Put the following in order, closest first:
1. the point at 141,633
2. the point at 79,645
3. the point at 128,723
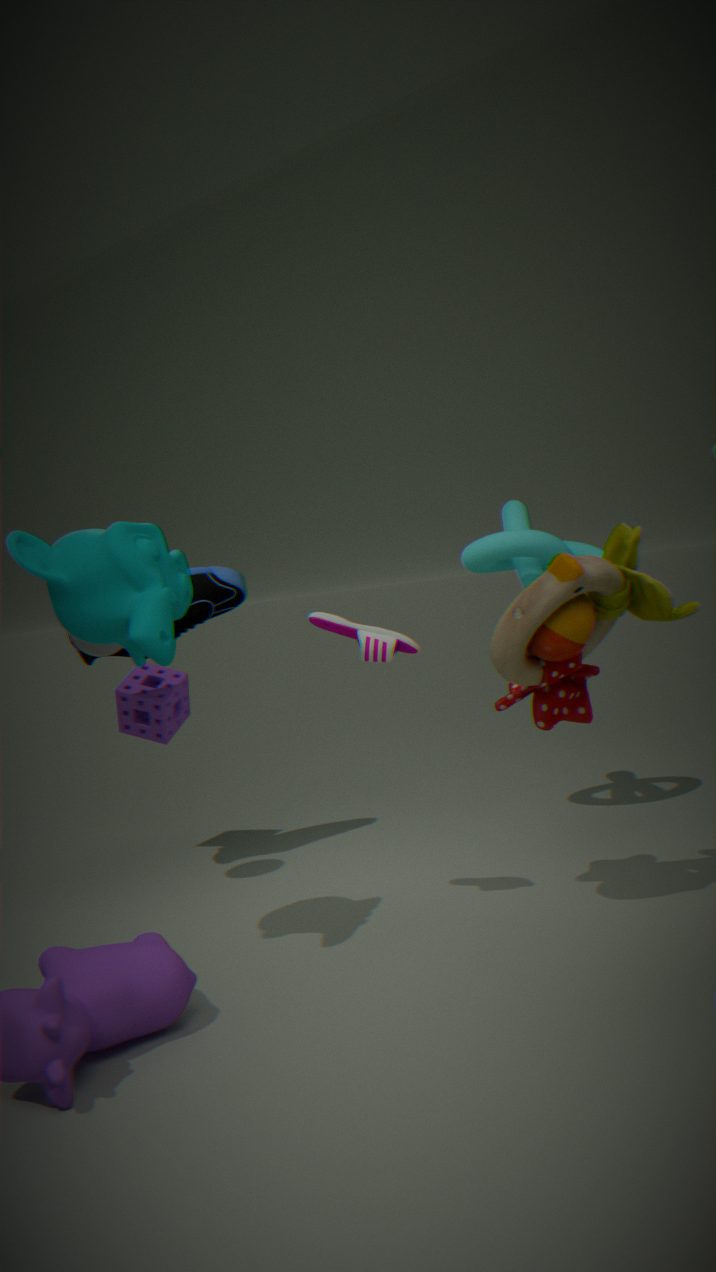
the point at 141,633
the point at 79,645
the point at 128,723
